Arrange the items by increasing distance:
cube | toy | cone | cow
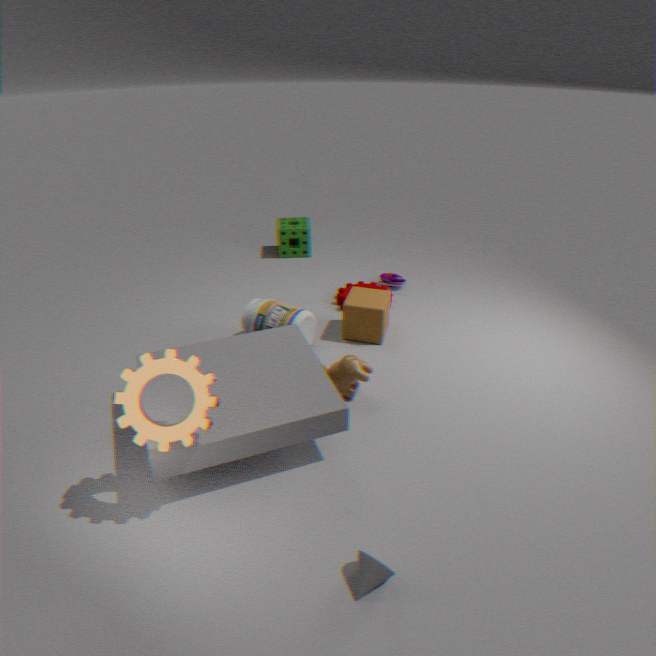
cone
cow
cube
toy
